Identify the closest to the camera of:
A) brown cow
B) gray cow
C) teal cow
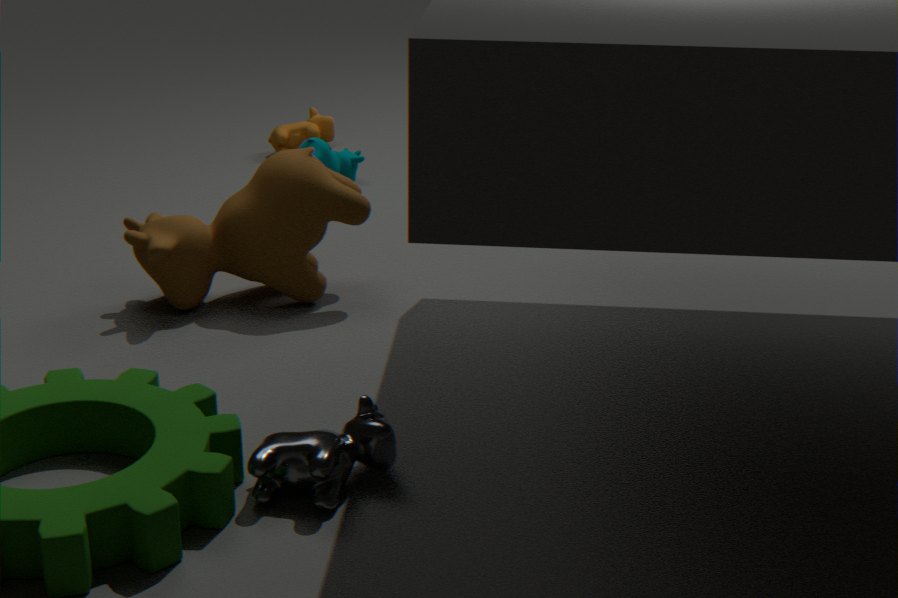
gray cow
